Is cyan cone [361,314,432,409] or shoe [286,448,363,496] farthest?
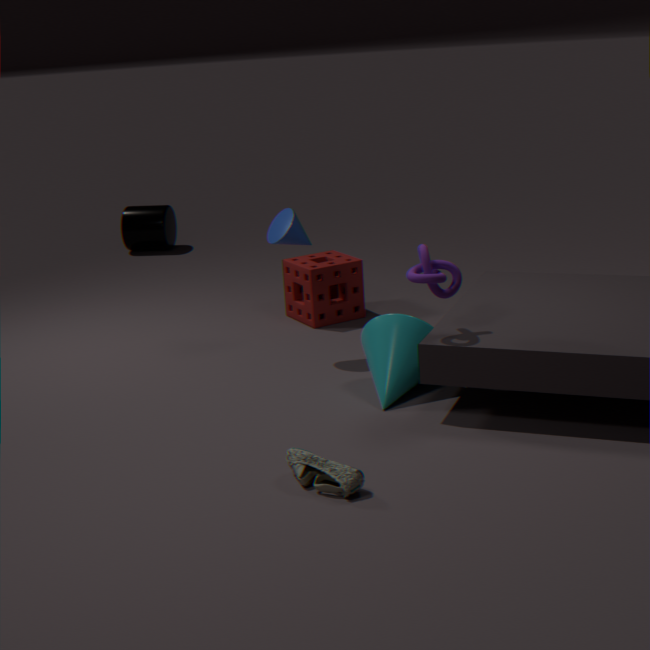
cyan cone [361,314,432,409]
